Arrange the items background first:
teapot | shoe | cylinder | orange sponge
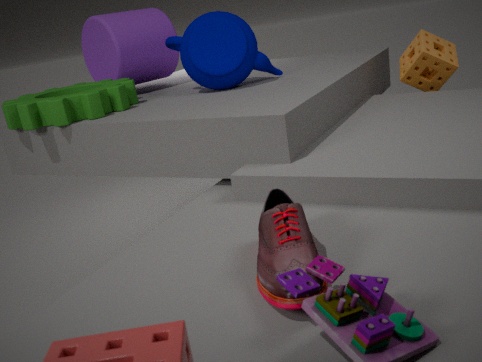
cylinder → orange sponge → teapot → shoe
